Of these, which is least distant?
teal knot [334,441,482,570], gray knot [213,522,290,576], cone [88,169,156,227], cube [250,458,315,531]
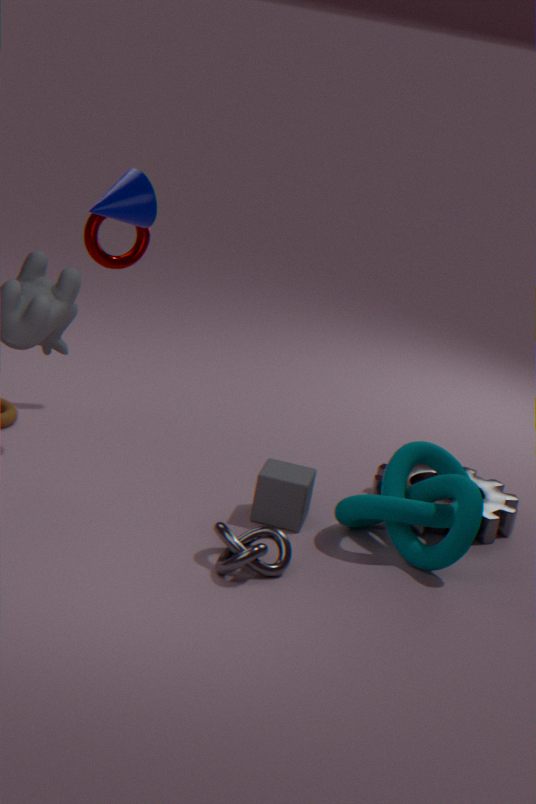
gray knot [213,522,290,576]
